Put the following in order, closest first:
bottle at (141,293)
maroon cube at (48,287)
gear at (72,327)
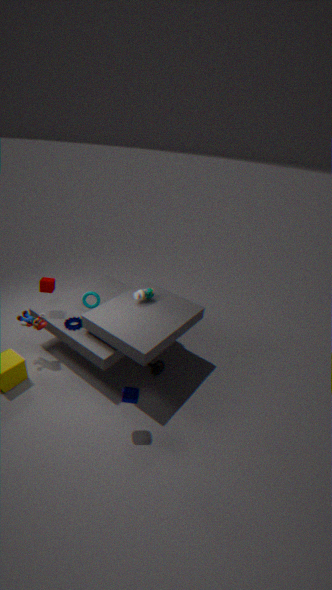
1. gear at (72,327)
2. maroon cube at (48,287)
3. bottle at (141,293)
